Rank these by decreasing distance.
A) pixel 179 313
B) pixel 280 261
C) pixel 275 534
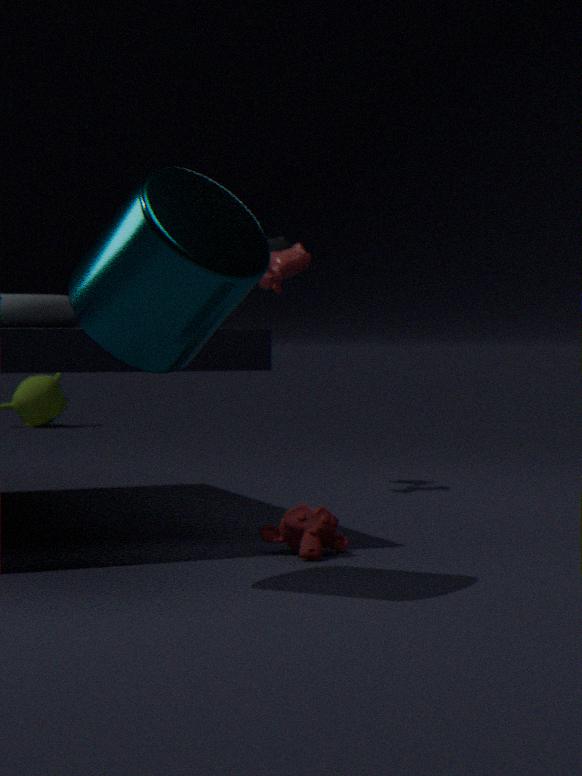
pixel 280 261
pixel 275 534
pixel 179 313
